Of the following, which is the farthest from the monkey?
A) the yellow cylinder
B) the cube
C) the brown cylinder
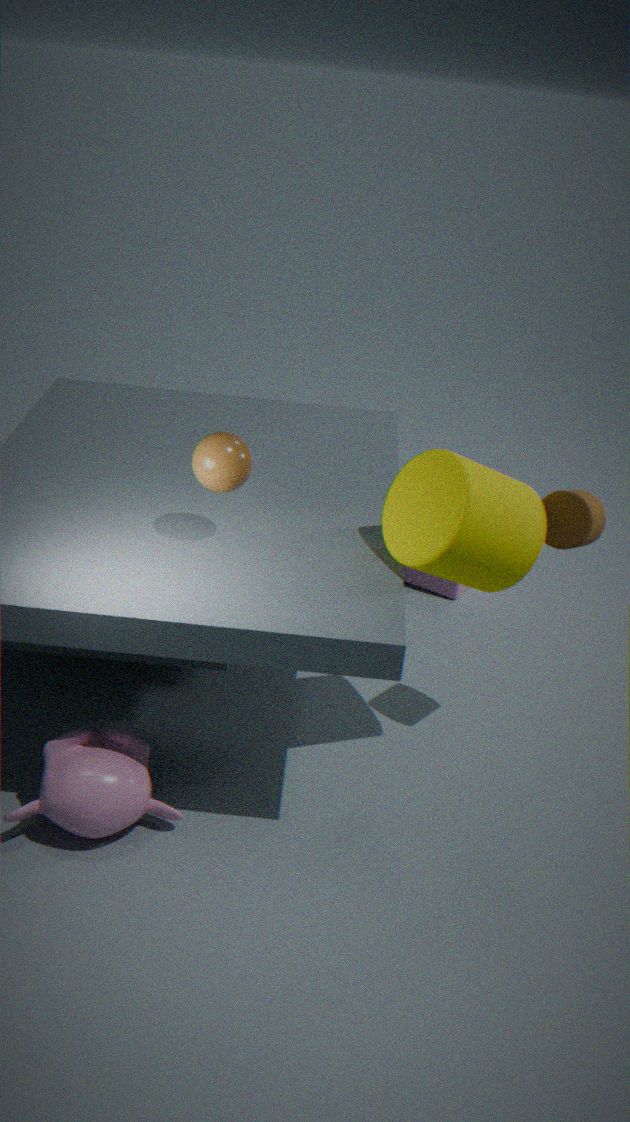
the cube
